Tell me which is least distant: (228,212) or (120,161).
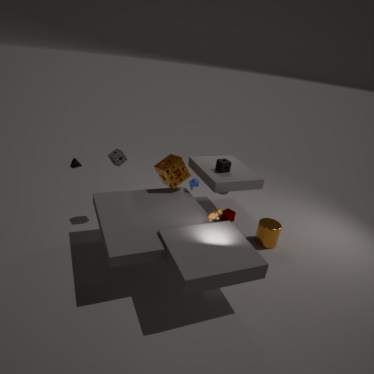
(120,161)
